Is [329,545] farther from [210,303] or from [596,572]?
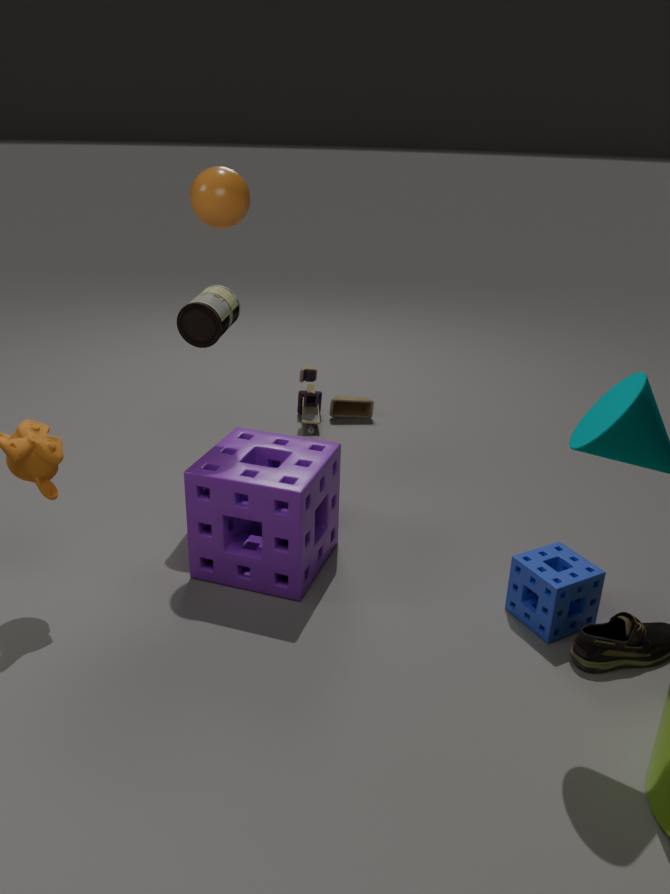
[596,572]
